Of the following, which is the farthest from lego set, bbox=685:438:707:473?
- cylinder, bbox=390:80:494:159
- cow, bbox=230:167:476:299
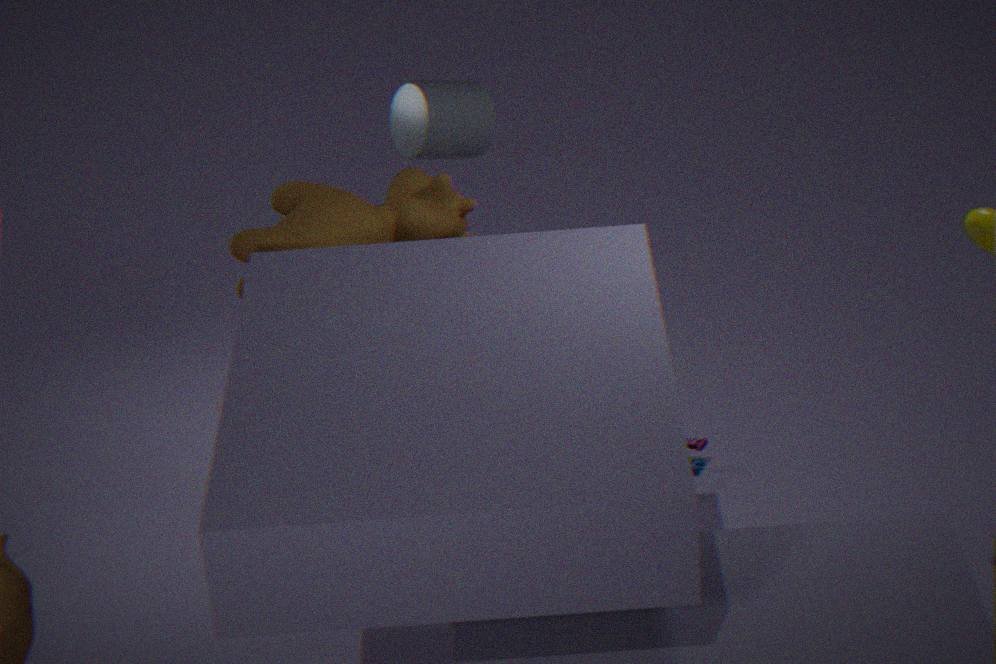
cylinder, bbox=390:80:494:159
